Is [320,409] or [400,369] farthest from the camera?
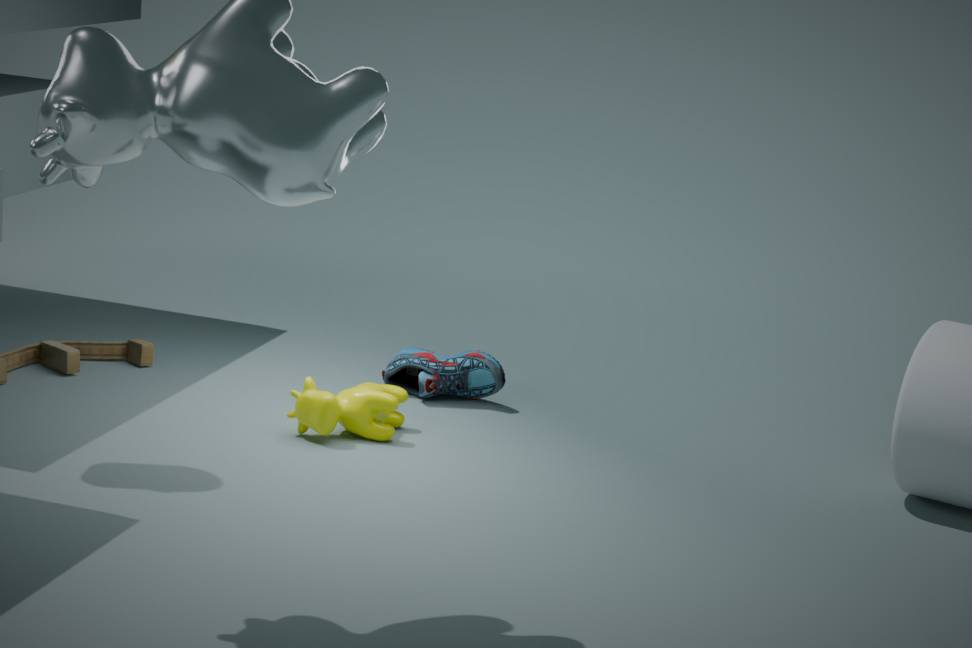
[400,369]
